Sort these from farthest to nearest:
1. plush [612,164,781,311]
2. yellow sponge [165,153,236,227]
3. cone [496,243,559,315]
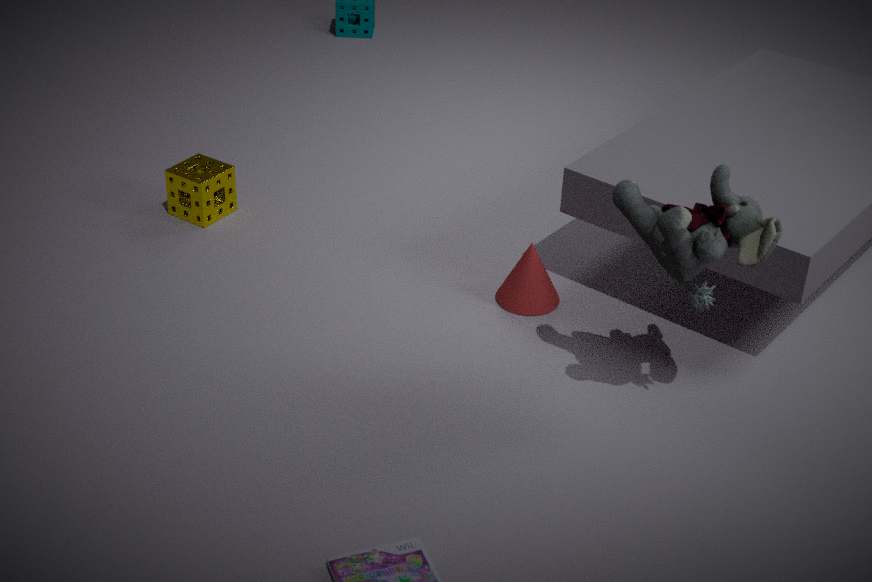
1. yellow sponge [165,153,236,227]
2. cone [496,243,559,315]
3. plush [612,164,781,311]
